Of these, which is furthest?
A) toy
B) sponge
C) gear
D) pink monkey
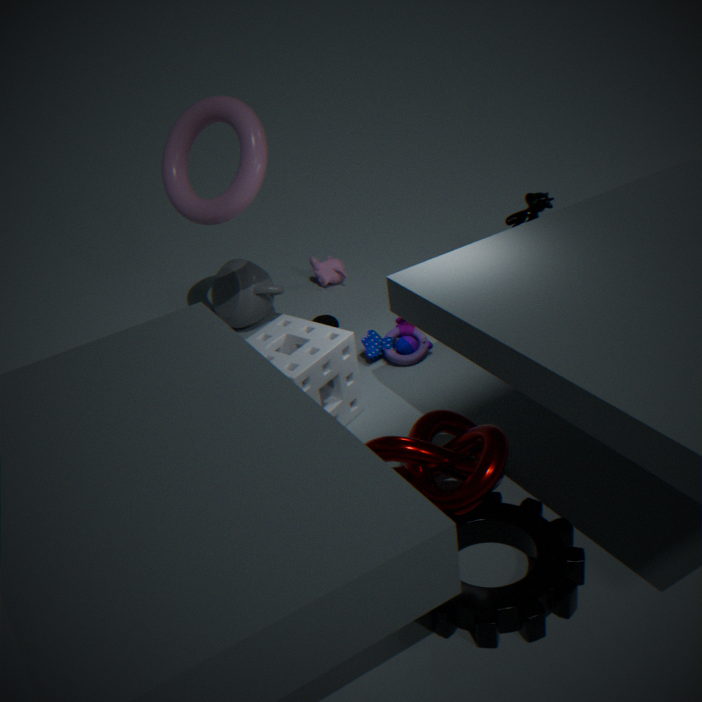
pink monkey
